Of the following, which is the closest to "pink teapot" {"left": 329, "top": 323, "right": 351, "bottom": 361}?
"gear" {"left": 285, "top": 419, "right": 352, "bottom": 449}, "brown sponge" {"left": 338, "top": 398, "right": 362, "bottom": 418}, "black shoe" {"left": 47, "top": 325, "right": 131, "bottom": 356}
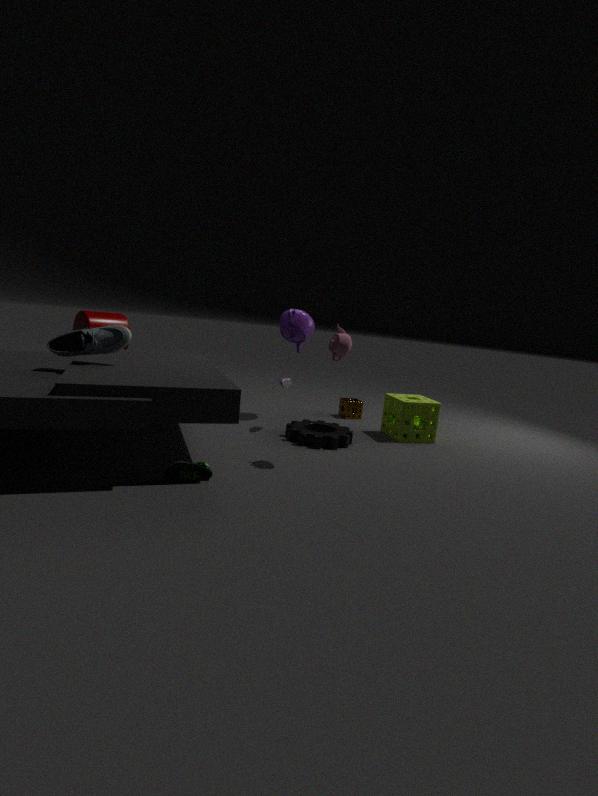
"gear" {"left": 285, "top": 419, "right": 352, "bottom": 449}
